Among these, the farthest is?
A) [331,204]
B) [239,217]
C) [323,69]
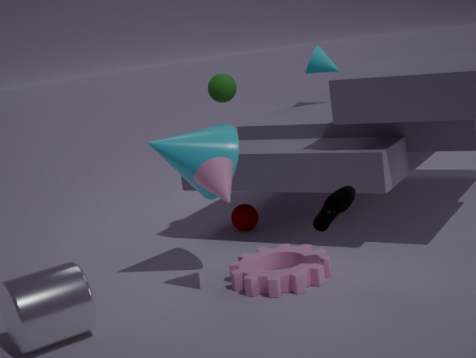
[323,69]
